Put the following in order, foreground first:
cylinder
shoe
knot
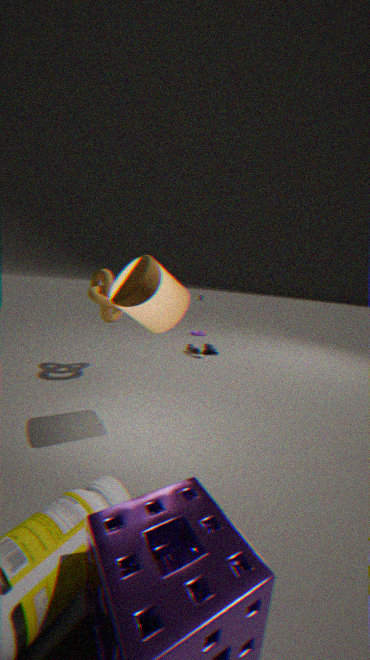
cylinder → knot → shoe
